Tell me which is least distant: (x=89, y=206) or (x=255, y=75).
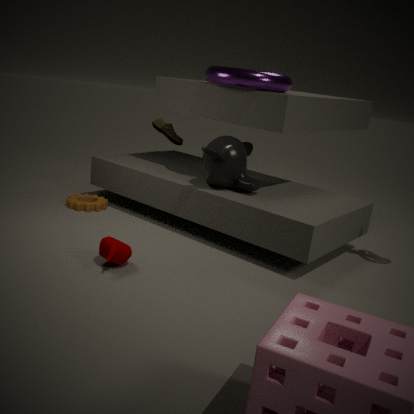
(x=255, y=75)
